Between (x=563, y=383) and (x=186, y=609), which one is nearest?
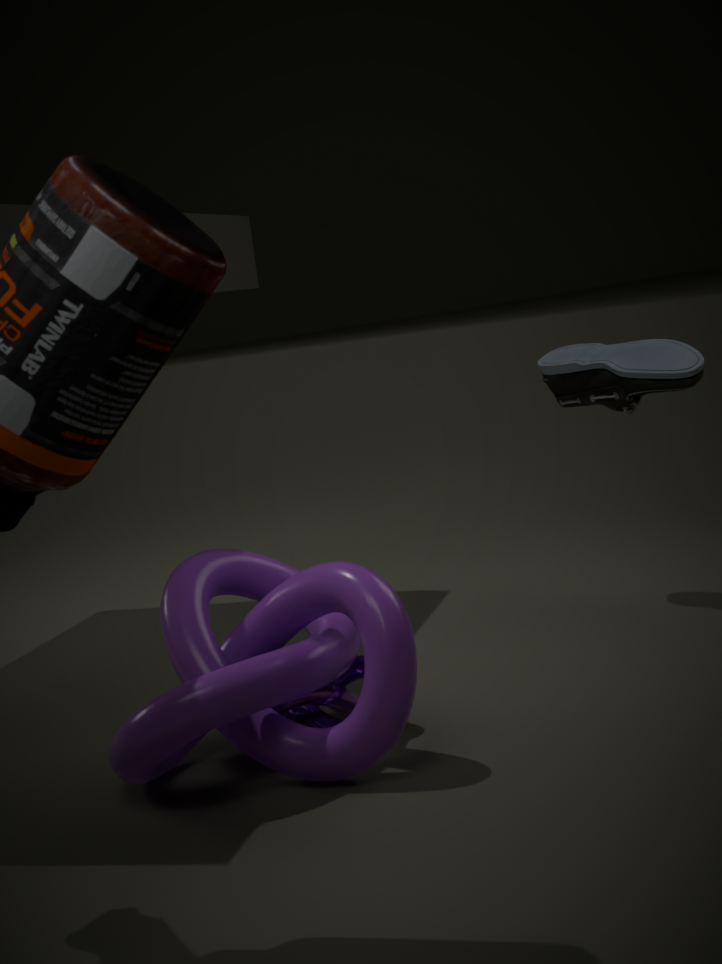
(x=186, y=609)
